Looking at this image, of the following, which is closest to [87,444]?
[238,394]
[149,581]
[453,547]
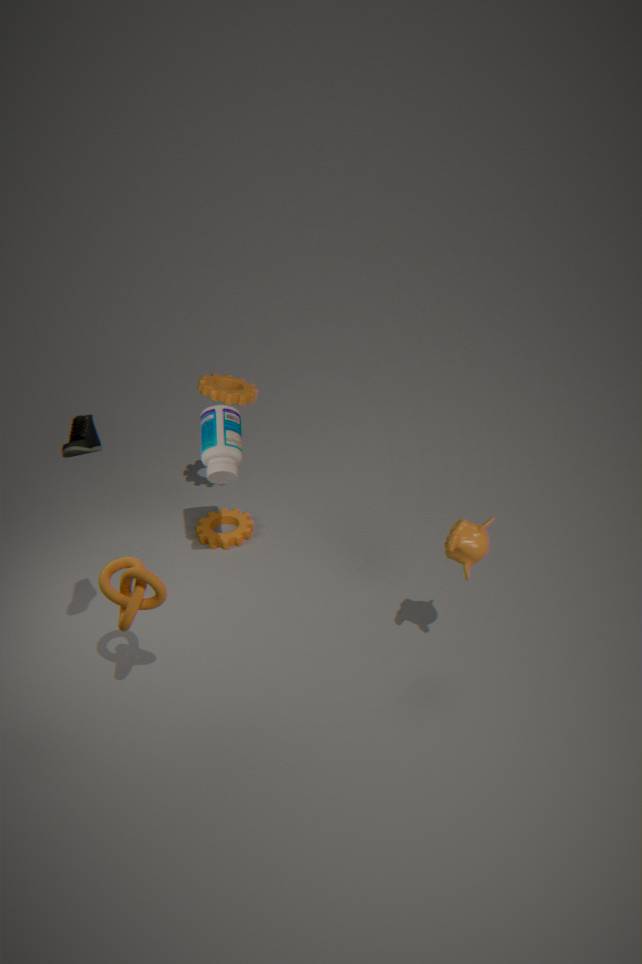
[149,581]
